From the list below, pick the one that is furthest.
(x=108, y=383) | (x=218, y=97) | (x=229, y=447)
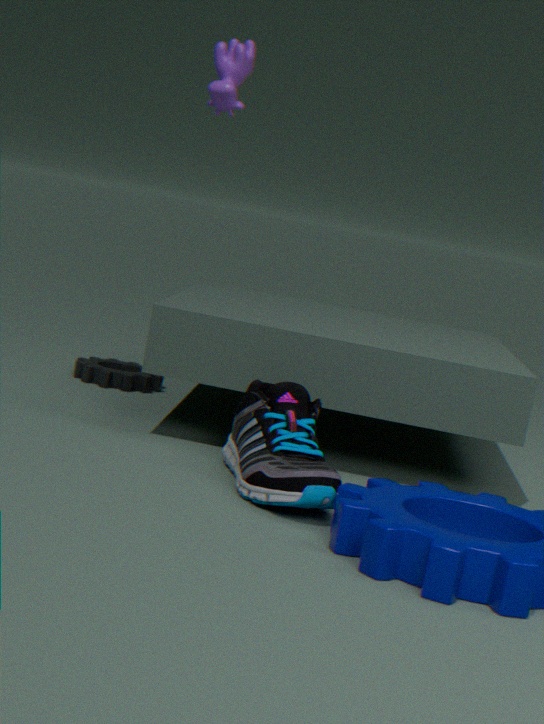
(x=218, y=97)
